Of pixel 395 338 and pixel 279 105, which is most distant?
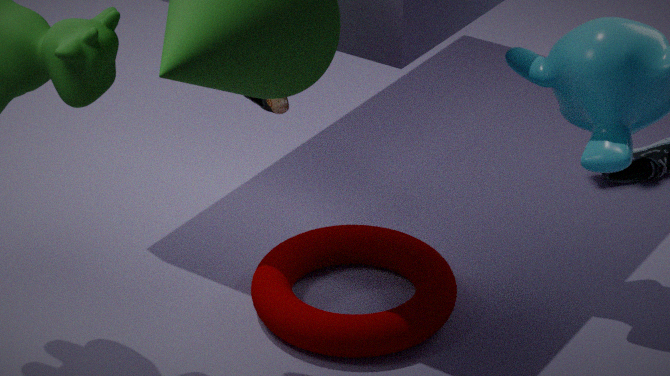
pixel 279 105
